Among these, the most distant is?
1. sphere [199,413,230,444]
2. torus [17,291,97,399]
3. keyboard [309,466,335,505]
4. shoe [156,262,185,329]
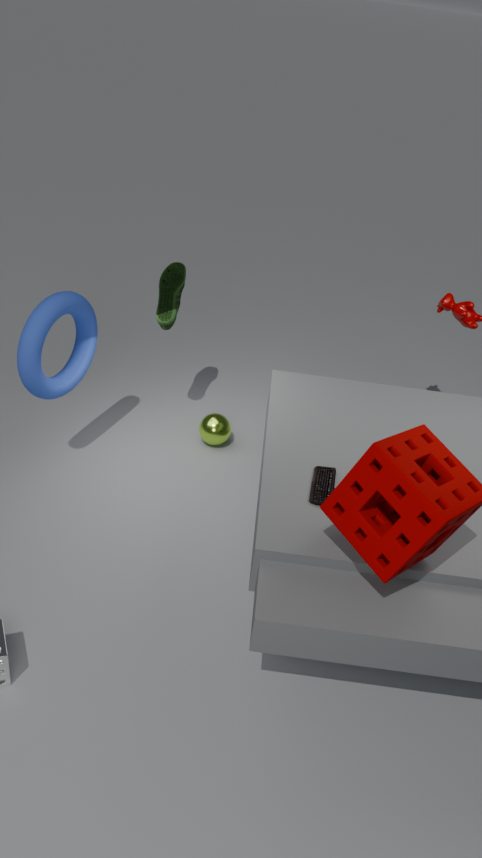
sphere [199,413,230,444]
